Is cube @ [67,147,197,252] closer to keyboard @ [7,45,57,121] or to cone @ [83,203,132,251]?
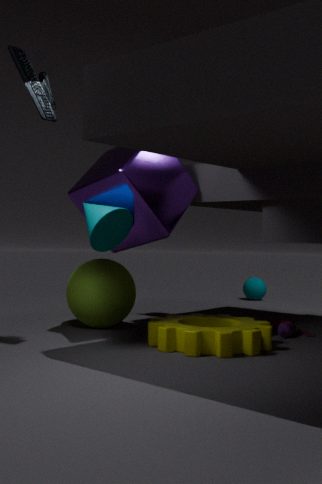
cone @ [83,203,132,251]
